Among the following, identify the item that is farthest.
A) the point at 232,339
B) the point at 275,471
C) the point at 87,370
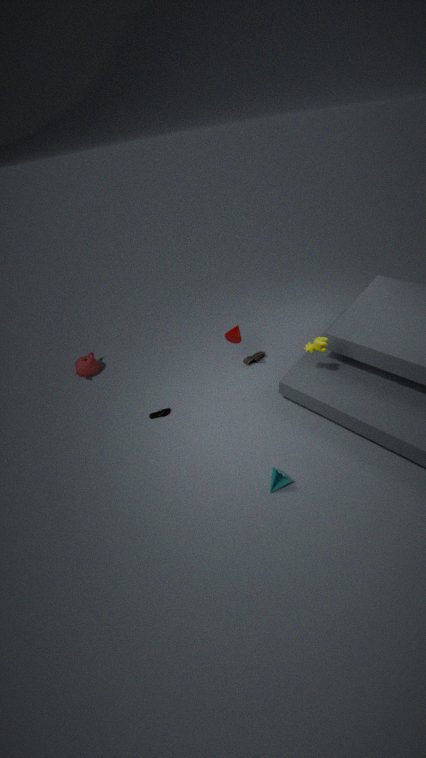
the point at 87,370
